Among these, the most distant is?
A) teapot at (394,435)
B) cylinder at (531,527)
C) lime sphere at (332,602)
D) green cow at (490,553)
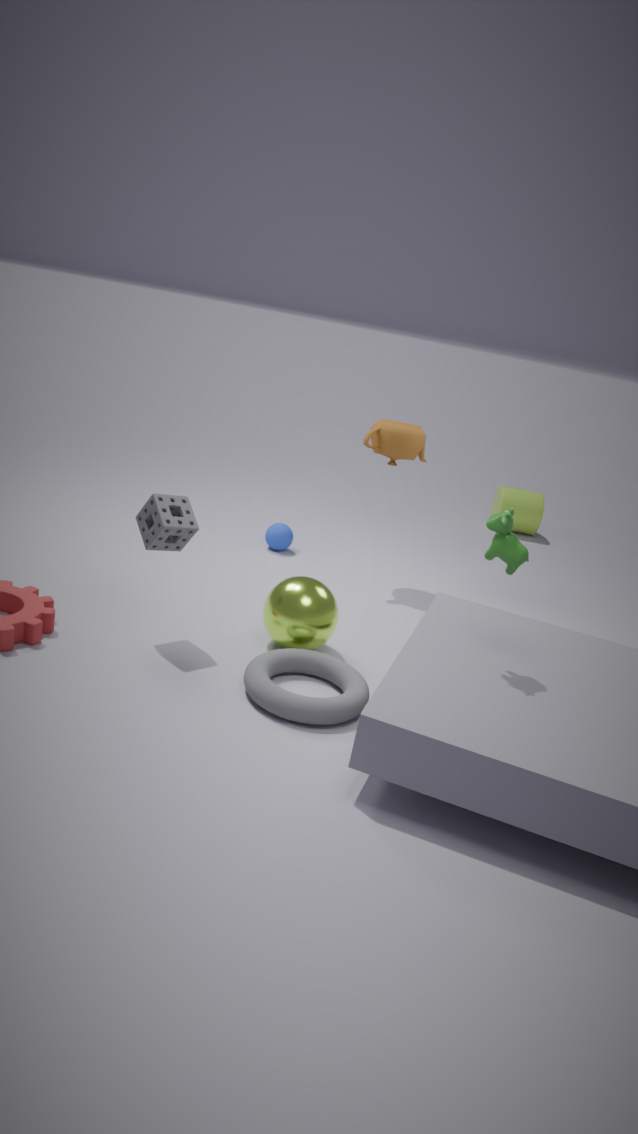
B. cylinder at (531,527)
